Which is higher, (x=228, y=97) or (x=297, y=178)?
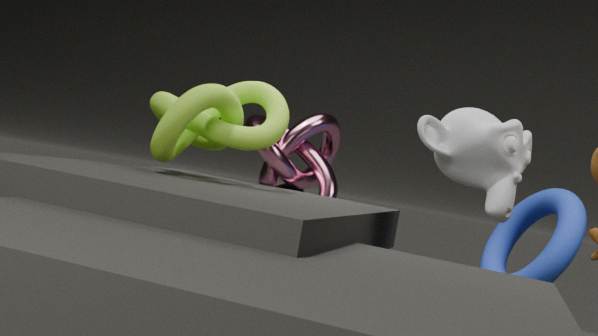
(x=228, y=97)
